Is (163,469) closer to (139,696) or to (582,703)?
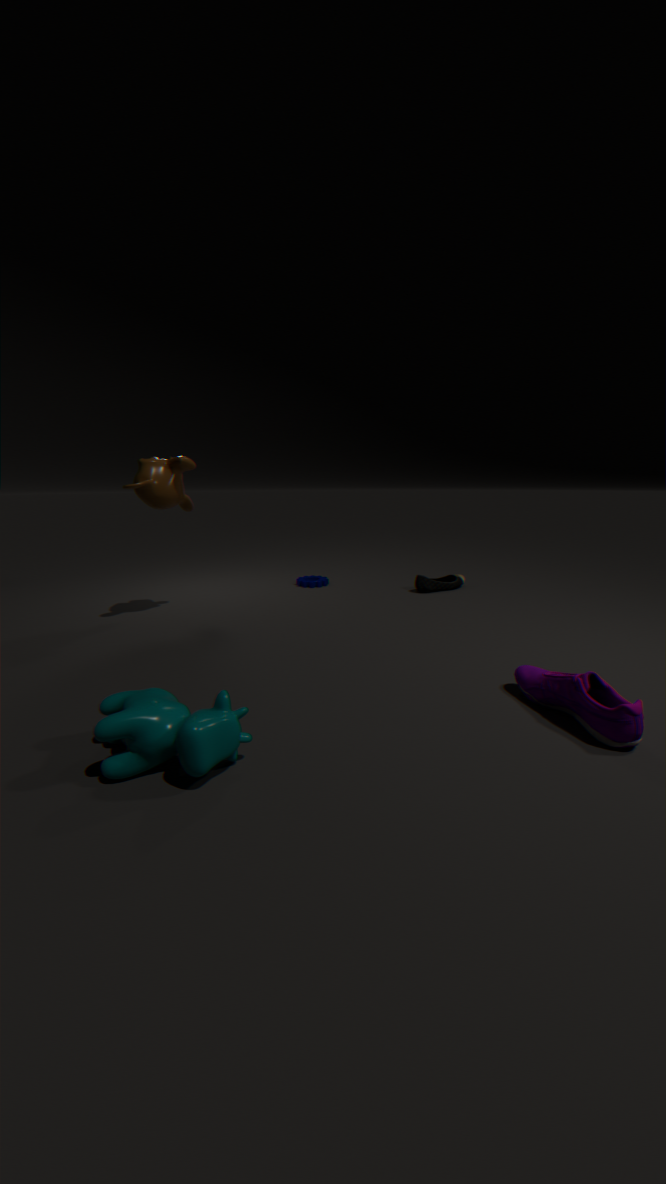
(139,696)
